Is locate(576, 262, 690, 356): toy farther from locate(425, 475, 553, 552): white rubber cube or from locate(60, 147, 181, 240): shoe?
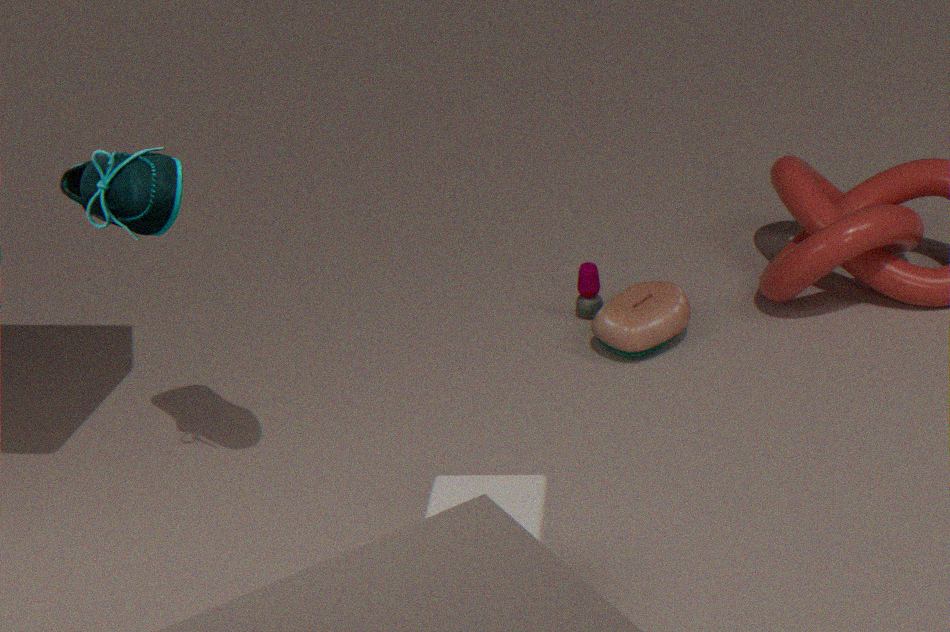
locate(60, 147, 181, 240): shoe
